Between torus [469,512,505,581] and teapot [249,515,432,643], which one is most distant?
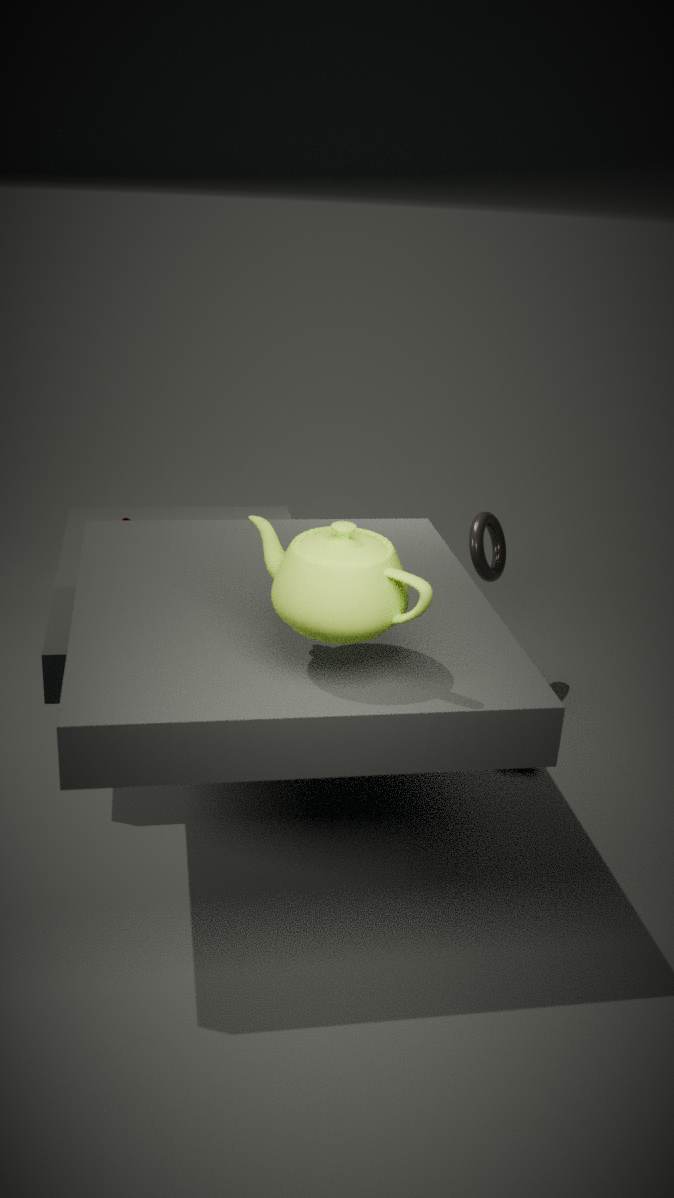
torus [469,512,505,581]
